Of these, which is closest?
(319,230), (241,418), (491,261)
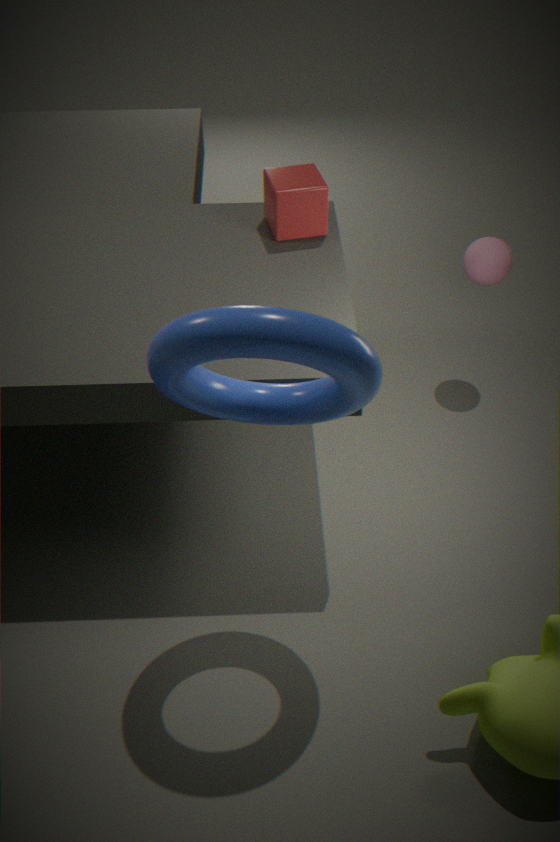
(241,418)
